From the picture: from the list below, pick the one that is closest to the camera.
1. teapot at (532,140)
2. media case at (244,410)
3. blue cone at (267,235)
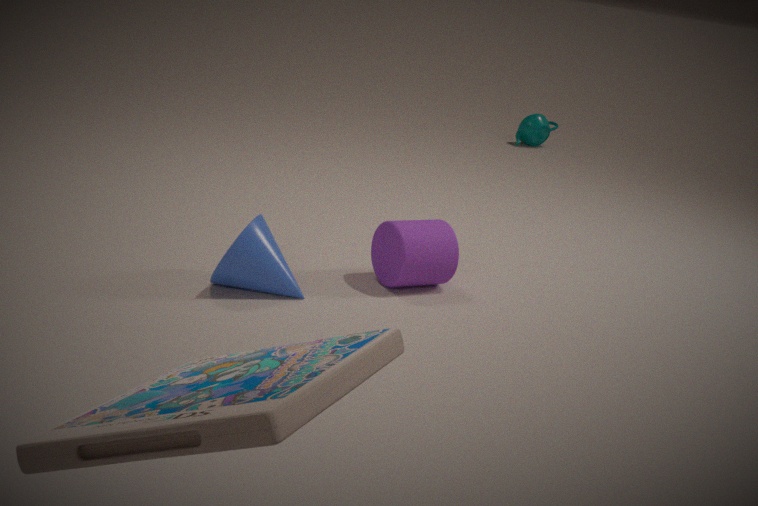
media case at (244,410)
